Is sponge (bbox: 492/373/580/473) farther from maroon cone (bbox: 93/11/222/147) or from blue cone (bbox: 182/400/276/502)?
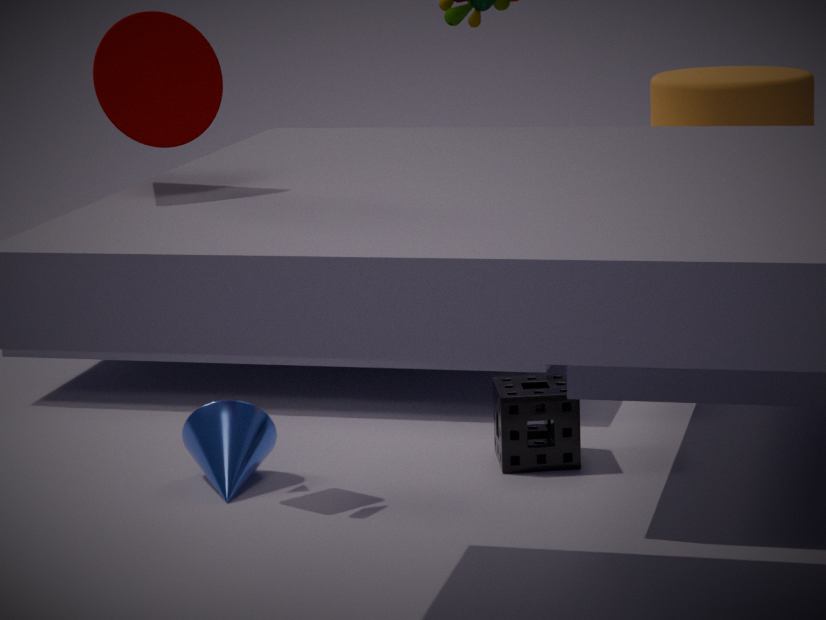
maroon cone (bbox: 93/11/222/147)
